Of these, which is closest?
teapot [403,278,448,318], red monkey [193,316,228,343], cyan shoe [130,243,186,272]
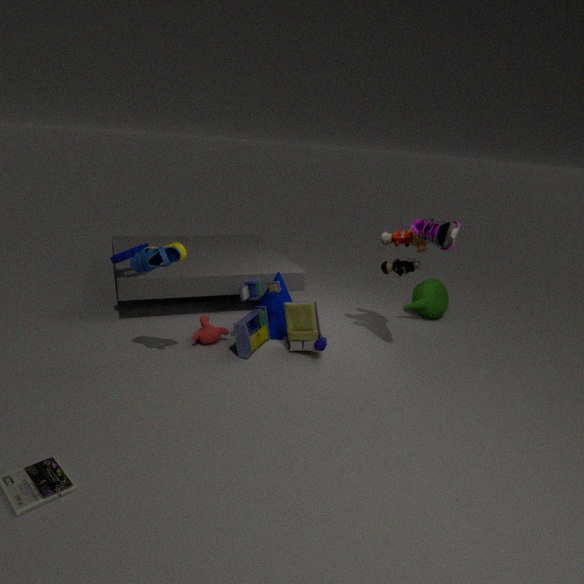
cyan shoe [130,243,186,272]
